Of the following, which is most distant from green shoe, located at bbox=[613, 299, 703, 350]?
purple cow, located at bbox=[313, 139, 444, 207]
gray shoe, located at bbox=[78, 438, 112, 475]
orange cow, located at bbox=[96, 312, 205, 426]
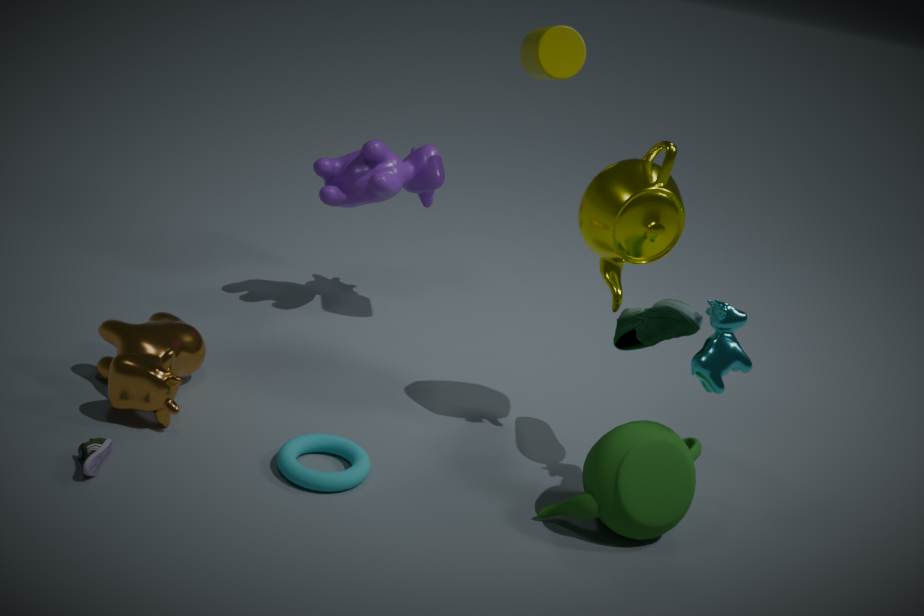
gray shoe, located at bbox=[78, 438, 112, 475]
